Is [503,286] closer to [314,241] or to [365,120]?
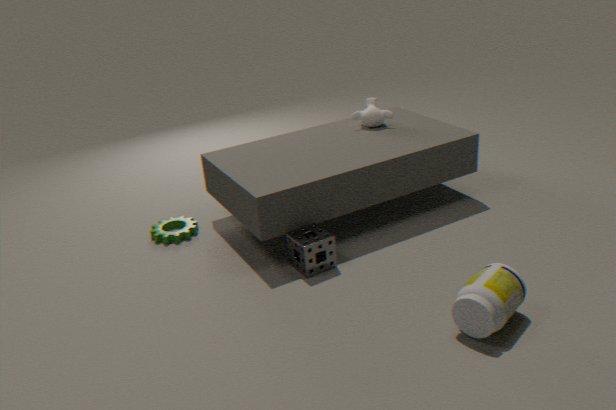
[314,241]
